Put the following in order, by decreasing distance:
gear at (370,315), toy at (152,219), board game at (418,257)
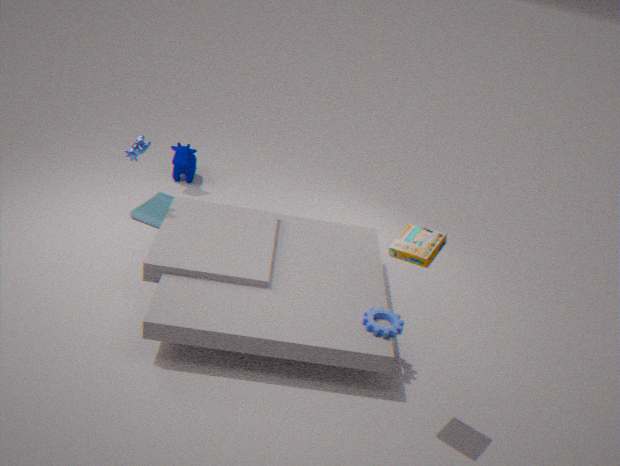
toy at (152,219) → gear at (370,315) → board game at (418,257)
